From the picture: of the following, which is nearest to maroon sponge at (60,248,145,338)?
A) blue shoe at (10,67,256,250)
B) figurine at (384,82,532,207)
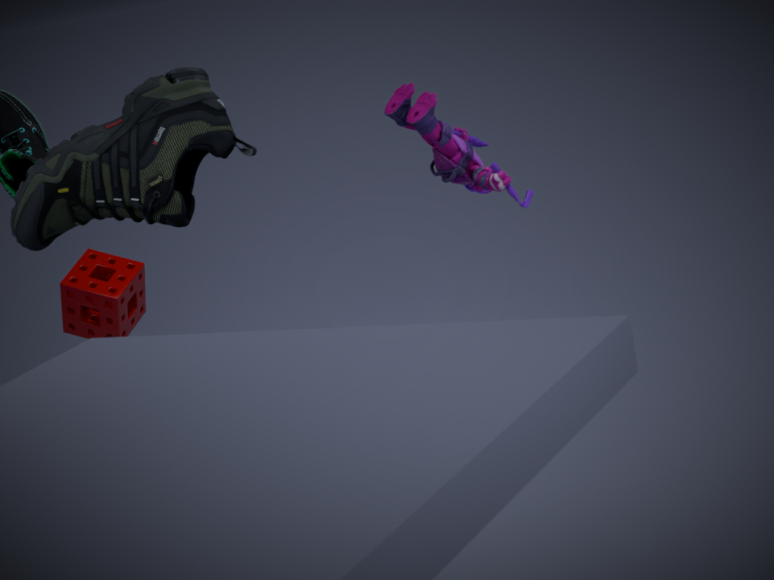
blue shoe at (10,67,256,250)
